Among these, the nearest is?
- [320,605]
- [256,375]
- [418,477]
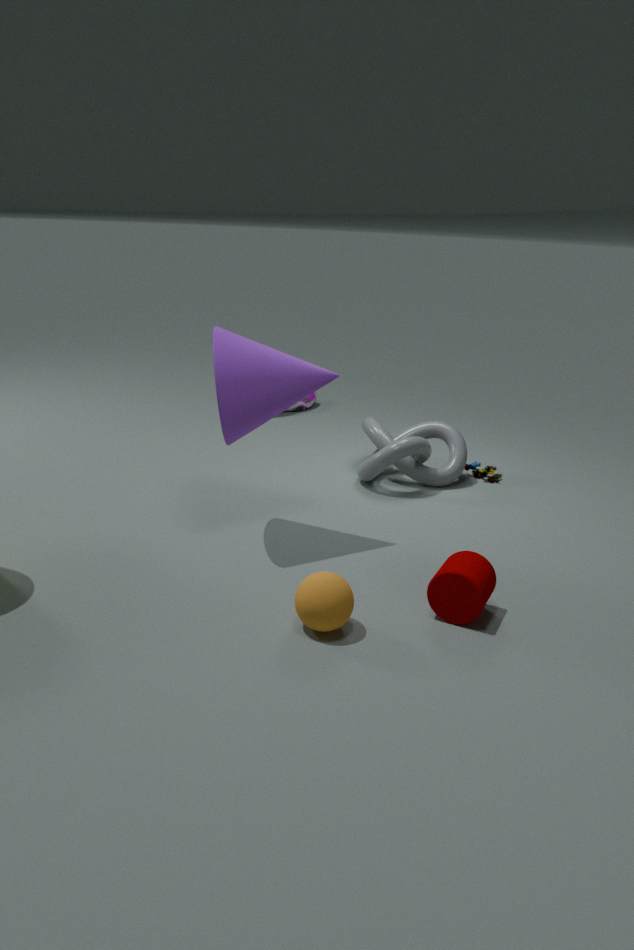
[320,605]
